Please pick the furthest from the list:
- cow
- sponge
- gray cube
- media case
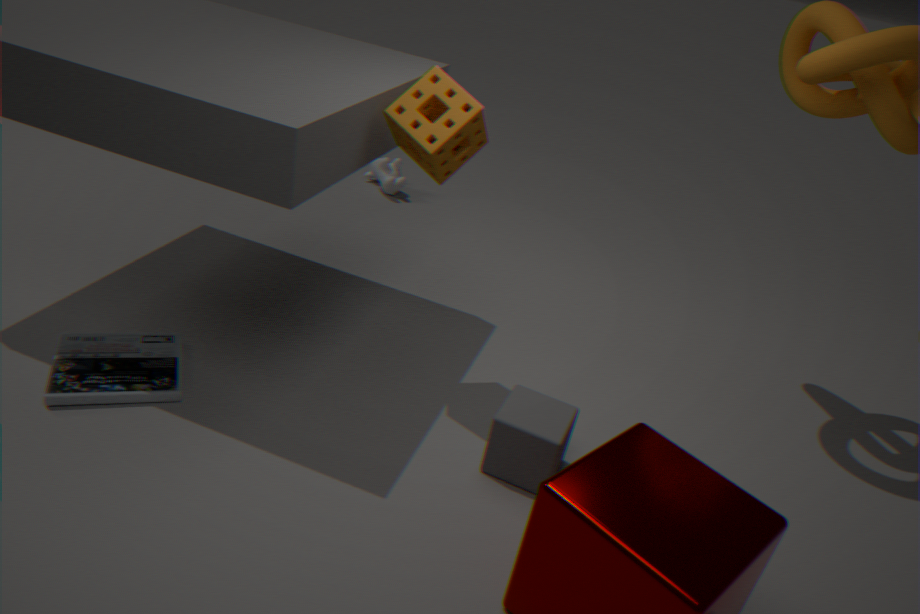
cow
